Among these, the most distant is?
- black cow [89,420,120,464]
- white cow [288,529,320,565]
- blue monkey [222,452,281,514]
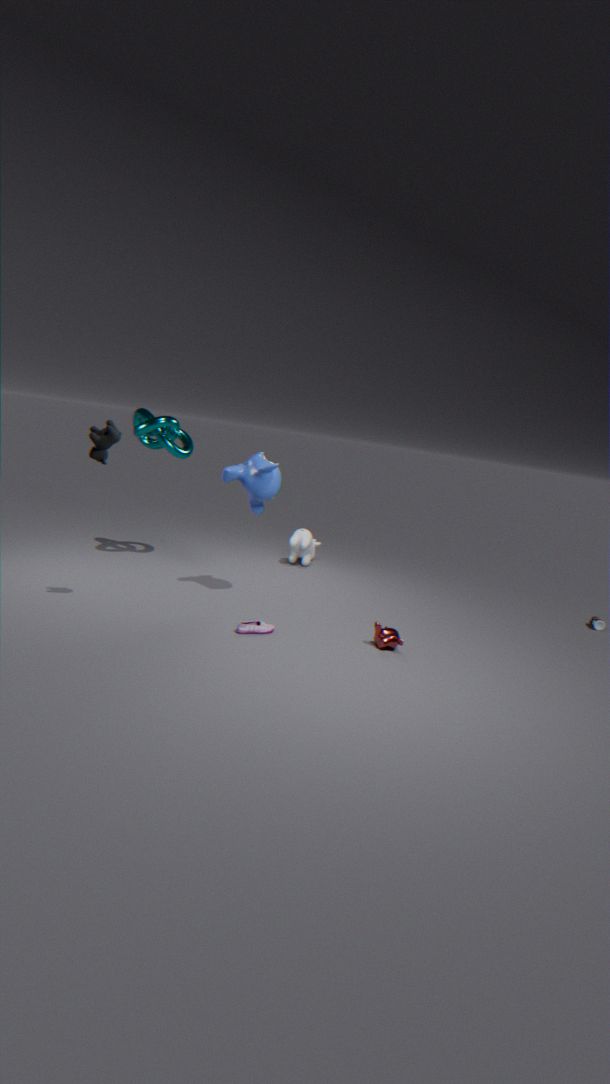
white cow [288,529,320,565]
